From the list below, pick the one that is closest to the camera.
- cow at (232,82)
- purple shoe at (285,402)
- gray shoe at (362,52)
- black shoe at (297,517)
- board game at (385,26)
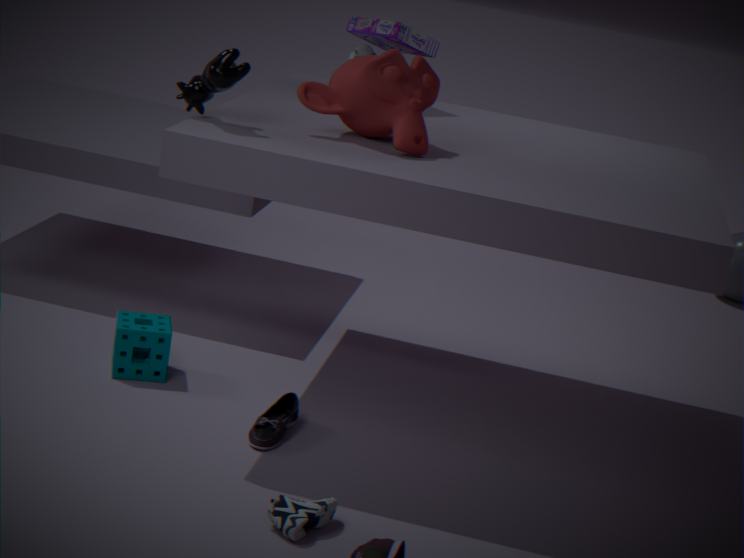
black shoe at (297,517)
